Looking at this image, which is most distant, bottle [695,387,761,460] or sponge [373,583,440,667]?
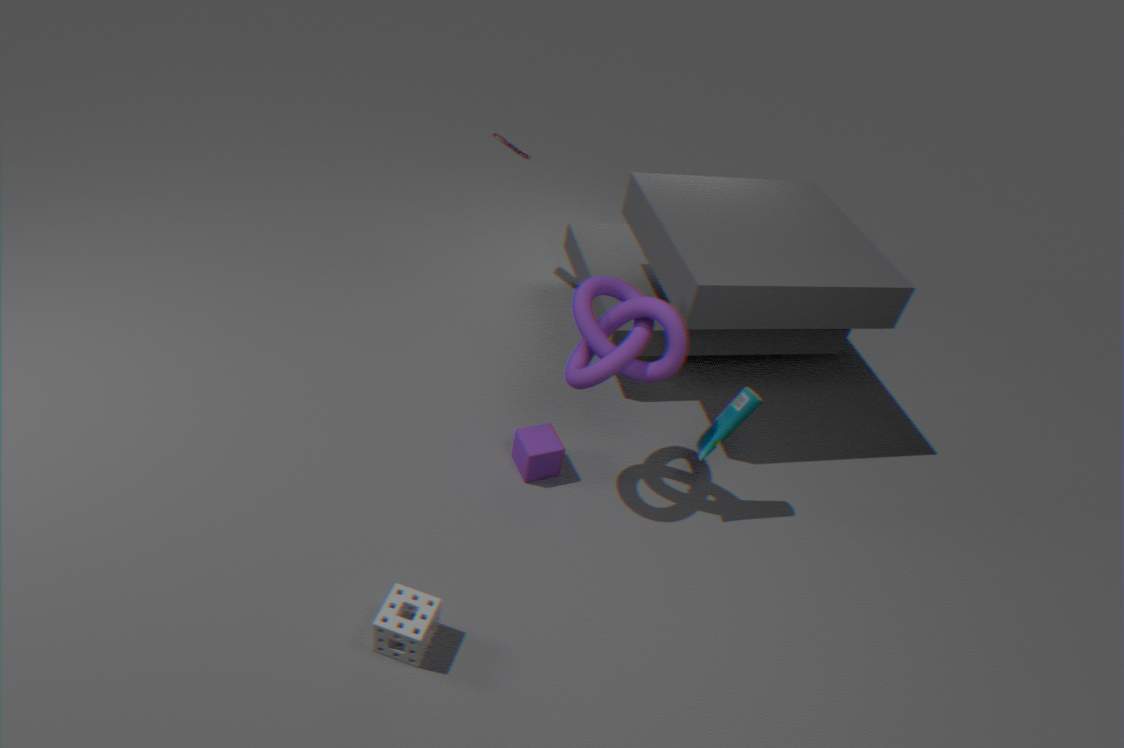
bottle [695,387,761,460]
